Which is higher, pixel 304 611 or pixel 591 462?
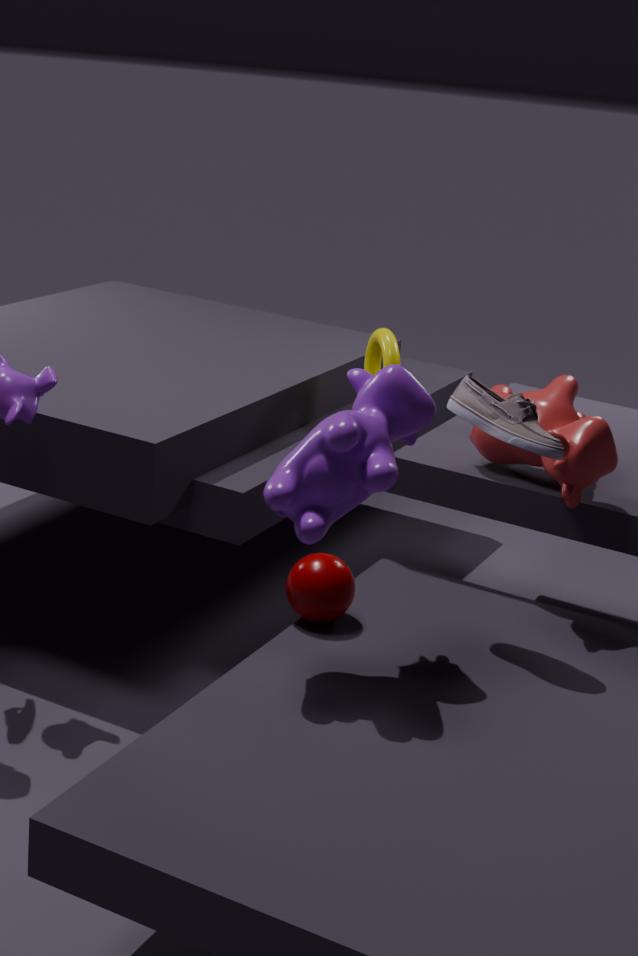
pixel 591 462
